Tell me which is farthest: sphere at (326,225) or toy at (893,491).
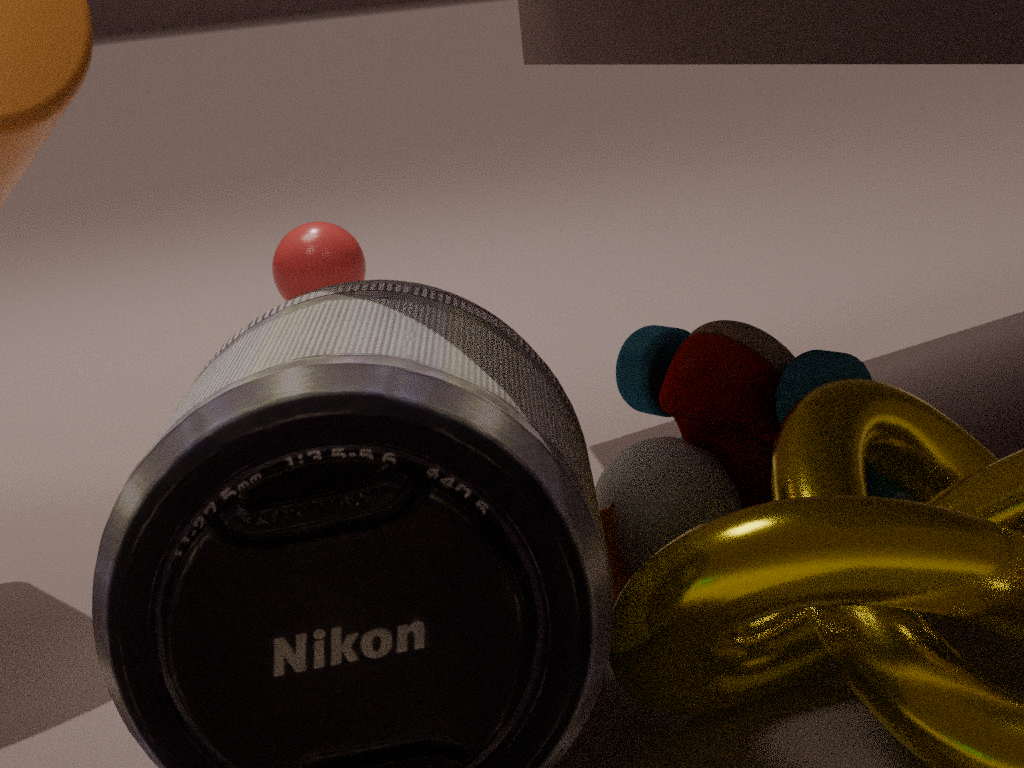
sphere at (326,225)
